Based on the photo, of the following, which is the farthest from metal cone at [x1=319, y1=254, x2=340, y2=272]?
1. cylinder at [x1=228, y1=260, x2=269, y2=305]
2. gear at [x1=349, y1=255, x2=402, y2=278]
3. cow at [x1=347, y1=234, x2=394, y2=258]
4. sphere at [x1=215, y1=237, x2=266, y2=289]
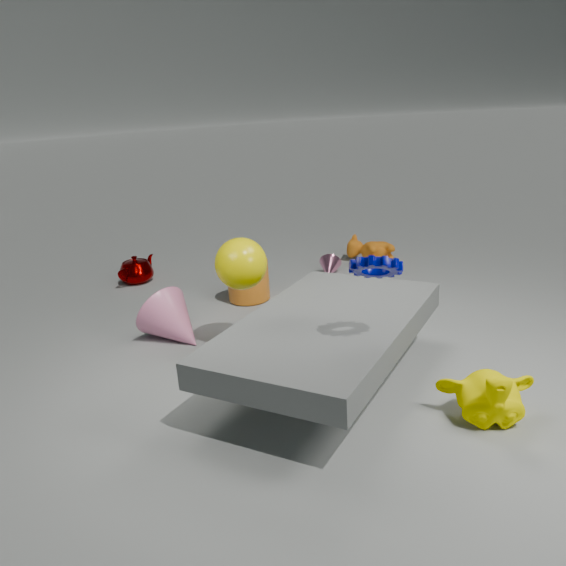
gear at [x1=349, y1=255, x2=402, y2=278]
